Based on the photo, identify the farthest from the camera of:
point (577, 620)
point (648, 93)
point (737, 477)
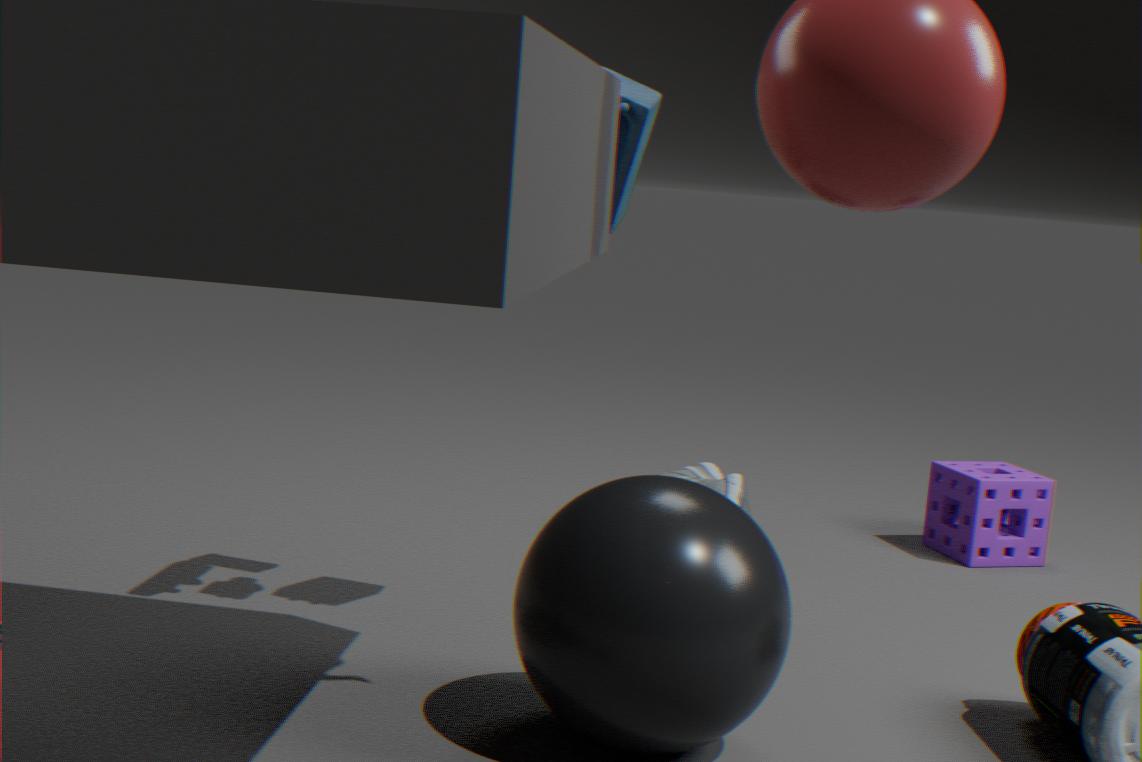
point (737, 477)
